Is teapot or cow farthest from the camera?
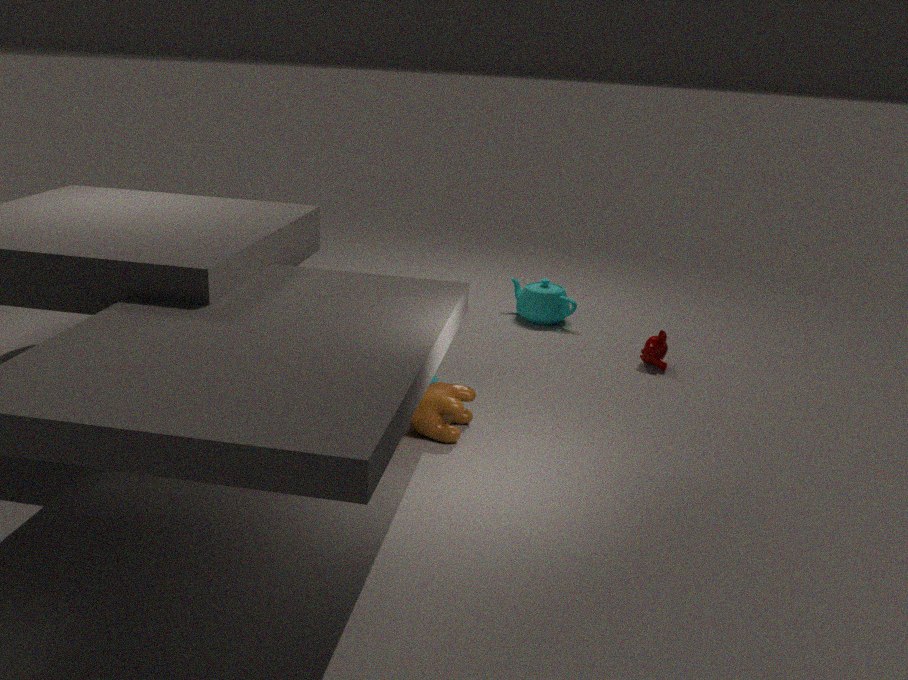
teapot
